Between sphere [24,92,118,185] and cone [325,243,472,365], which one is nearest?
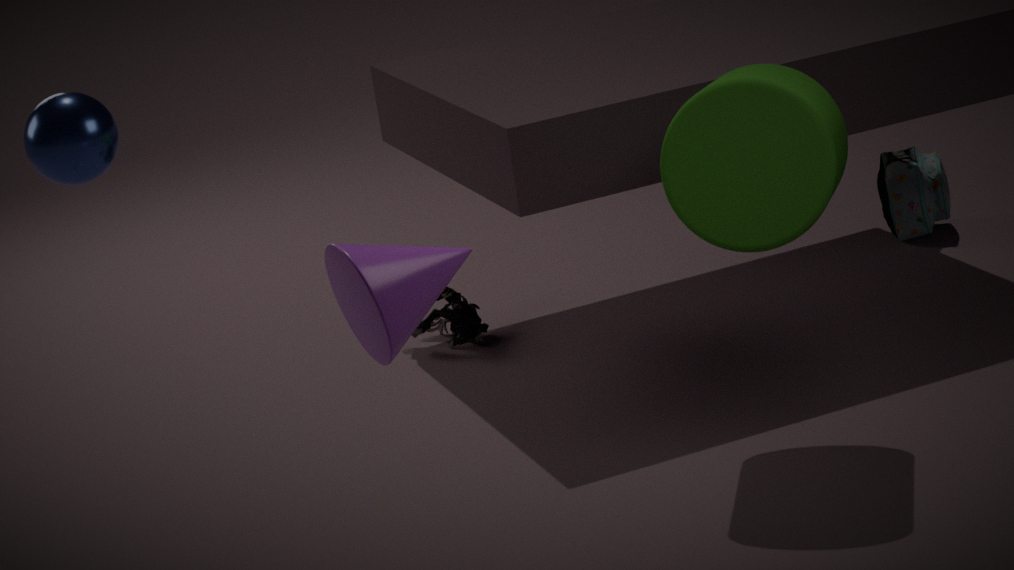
cone [325,243,472,365]
